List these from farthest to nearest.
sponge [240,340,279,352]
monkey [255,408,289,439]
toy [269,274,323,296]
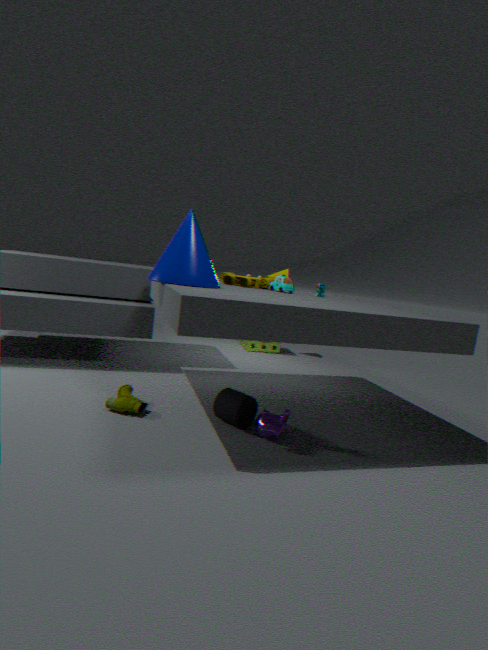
sponge [240,340,279,352], toy [269,274,323,296], monkey [255,408,289,439]
